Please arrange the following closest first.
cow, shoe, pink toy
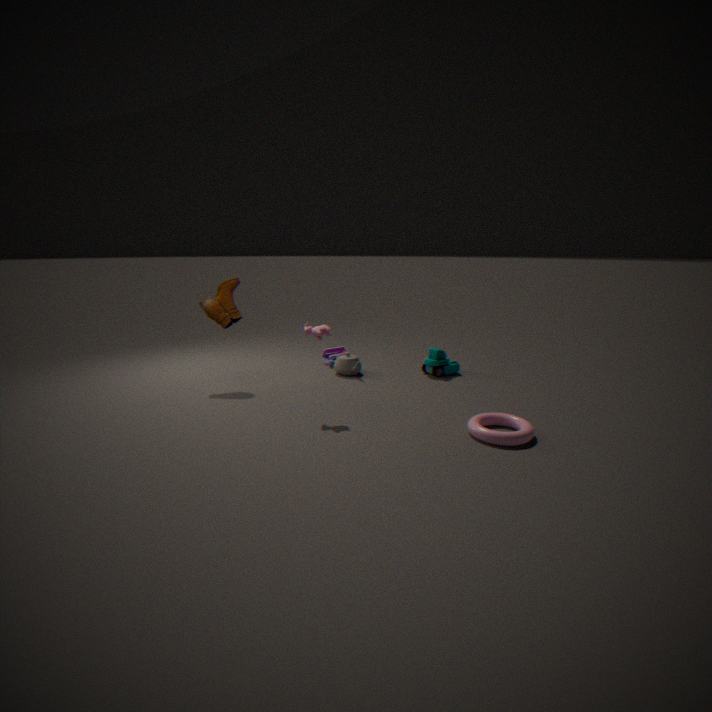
cow
shoe
pink toy
